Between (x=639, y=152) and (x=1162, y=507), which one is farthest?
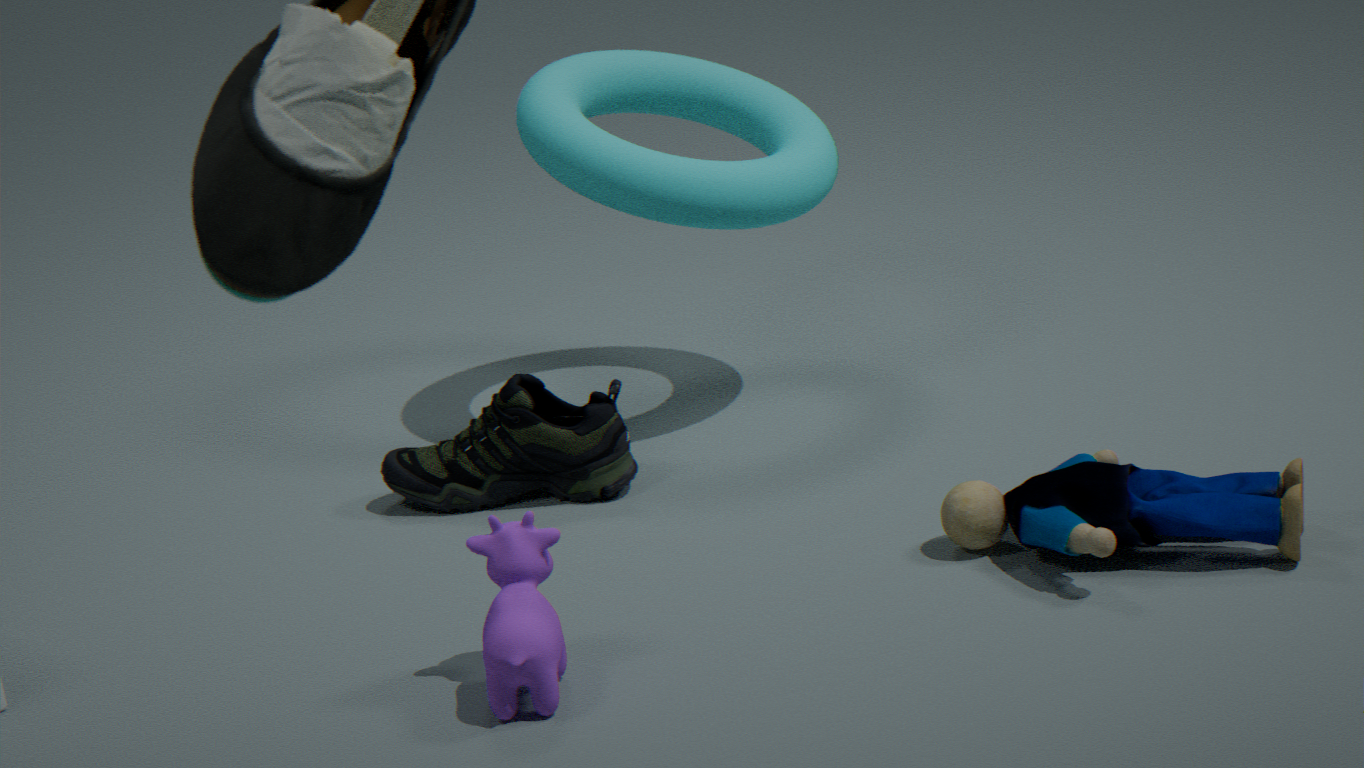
(x=639, y=152)
